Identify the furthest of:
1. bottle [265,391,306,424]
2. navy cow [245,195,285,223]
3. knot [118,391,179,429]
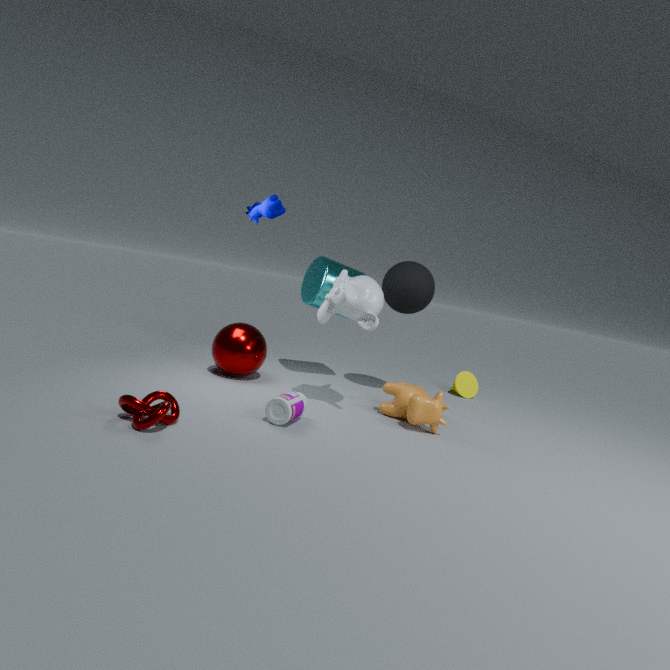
navy cow [245,195,285,223]
